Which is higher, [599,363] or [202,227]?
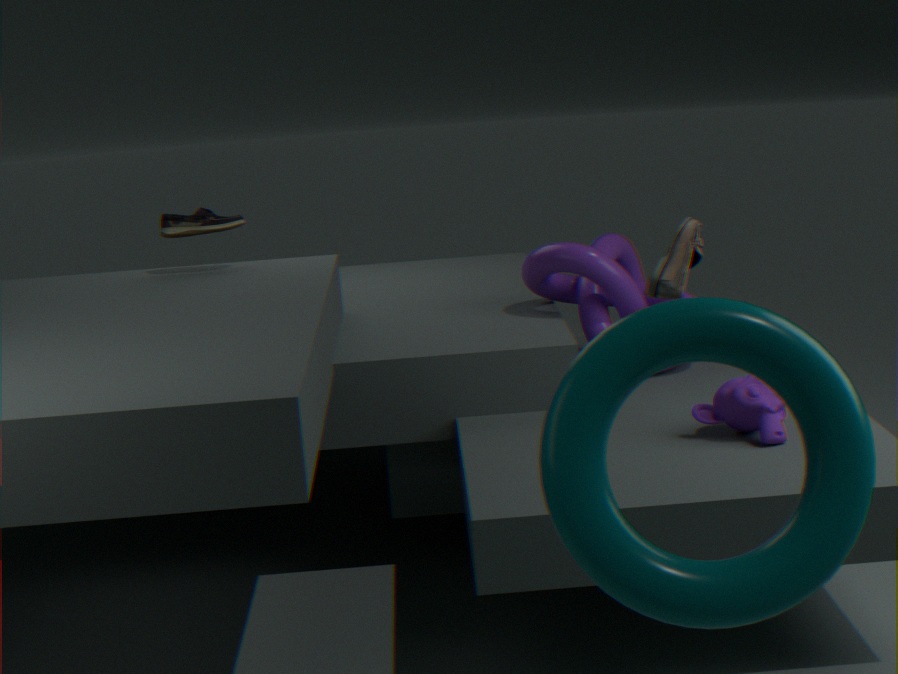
[202,227]
